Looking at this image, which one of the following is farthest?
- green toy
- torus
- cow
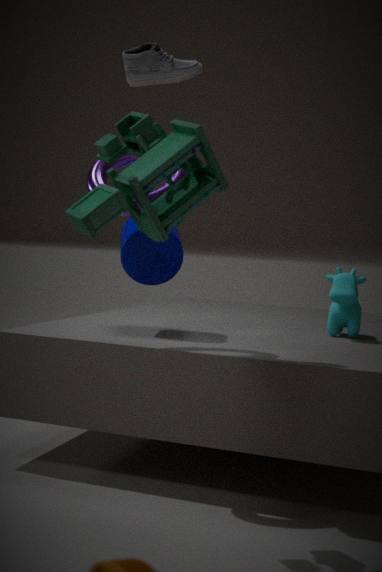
cow
